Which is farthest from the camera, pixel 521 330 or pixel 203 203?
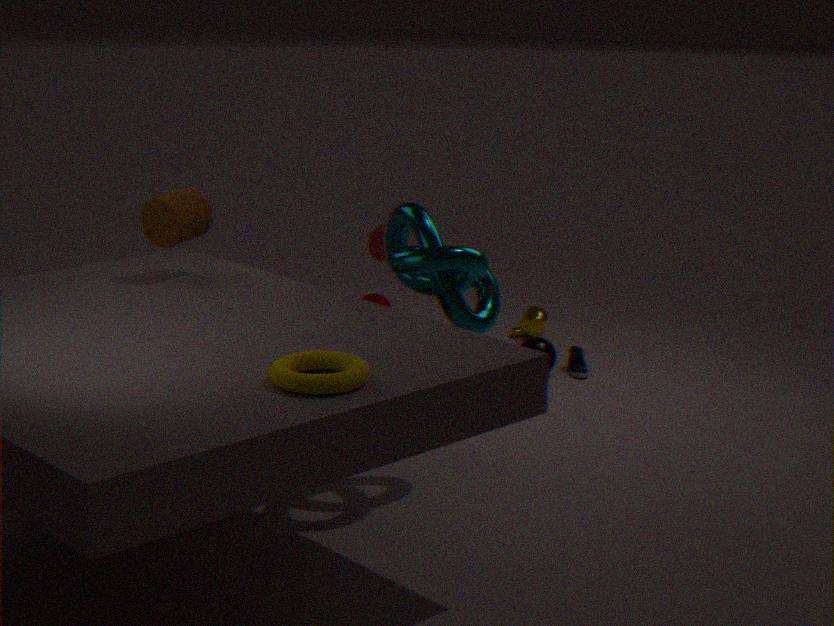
pixel 521 330
